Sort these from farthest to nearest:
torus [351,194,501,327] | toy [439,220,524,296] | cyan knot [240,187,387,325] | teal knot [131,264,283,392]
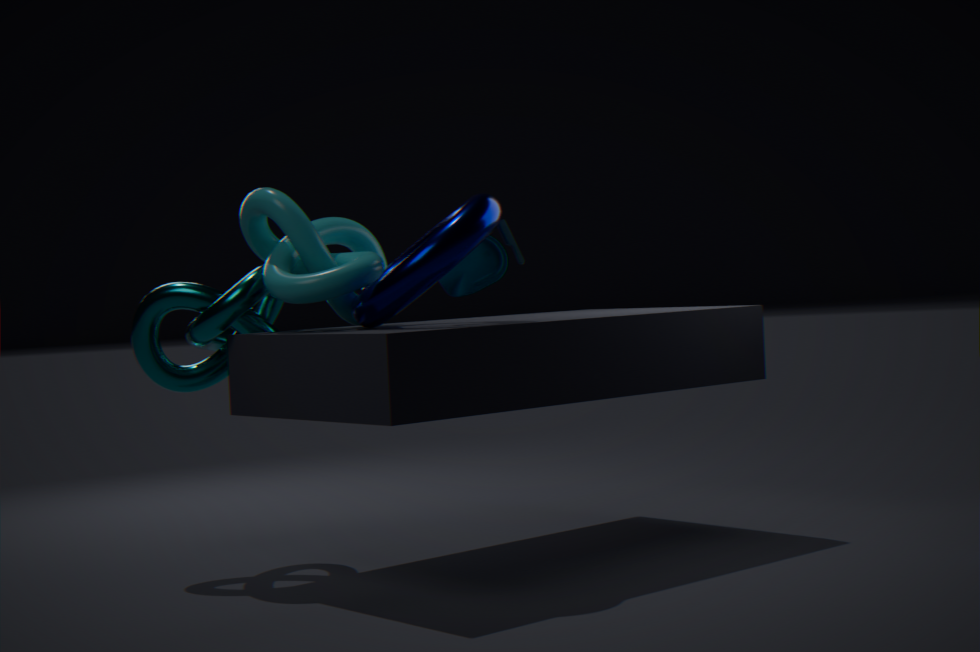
teal knot [131,264,283,392], toy [439,220,524,296], cyan knot [240,187,387,325], torus [351,194,501,327]
